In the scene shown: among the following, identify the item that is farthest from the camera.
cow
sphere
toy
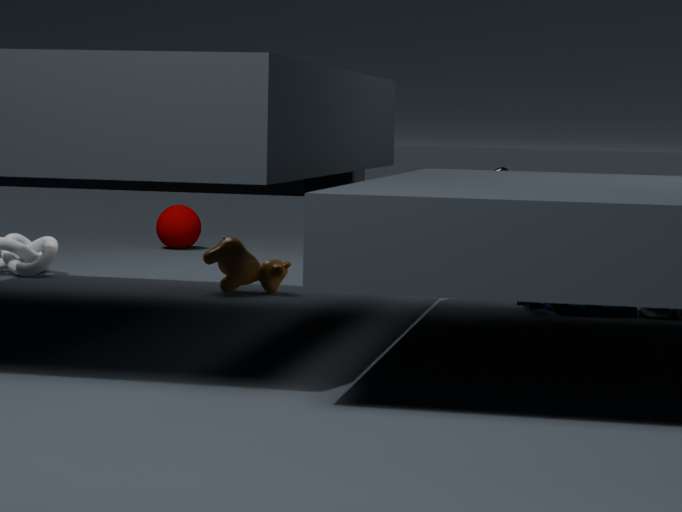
sphere
